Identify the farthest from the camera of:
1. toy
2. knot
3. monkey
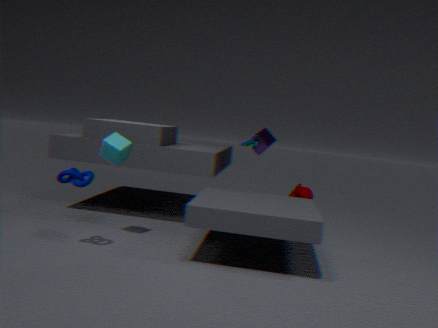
monkey
